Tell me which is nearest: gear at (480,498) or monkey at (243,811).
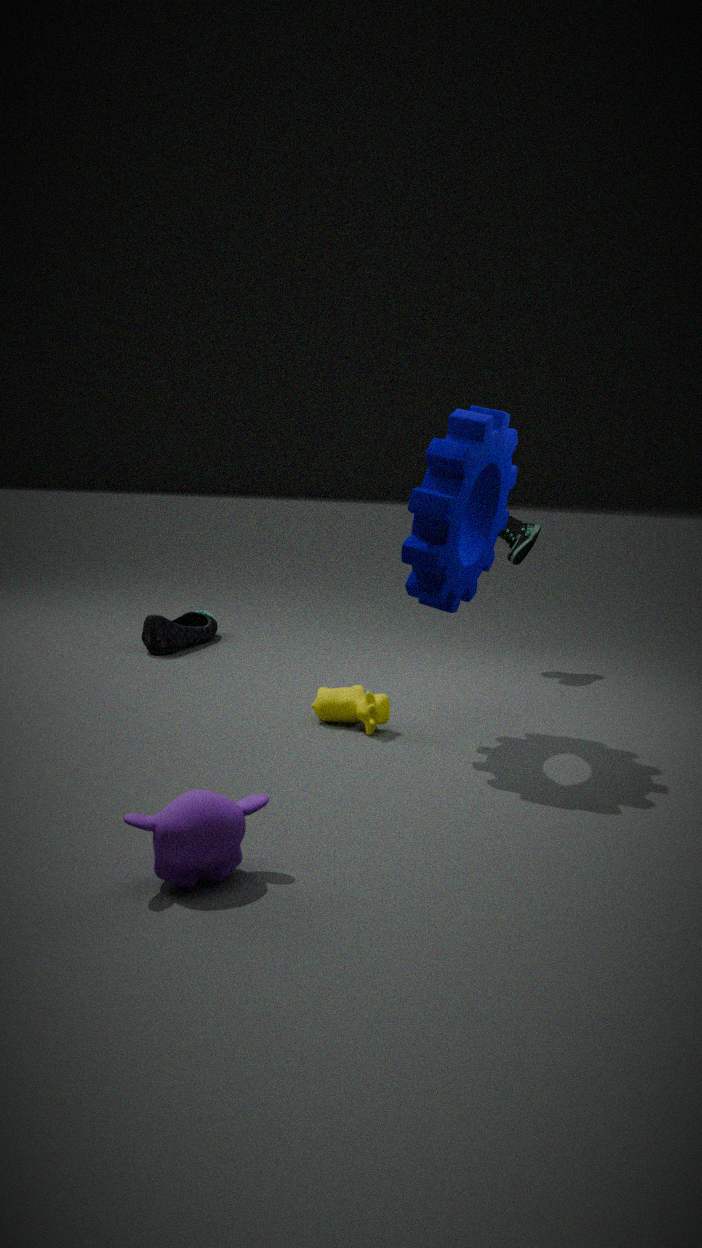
monkey at (243,811)
